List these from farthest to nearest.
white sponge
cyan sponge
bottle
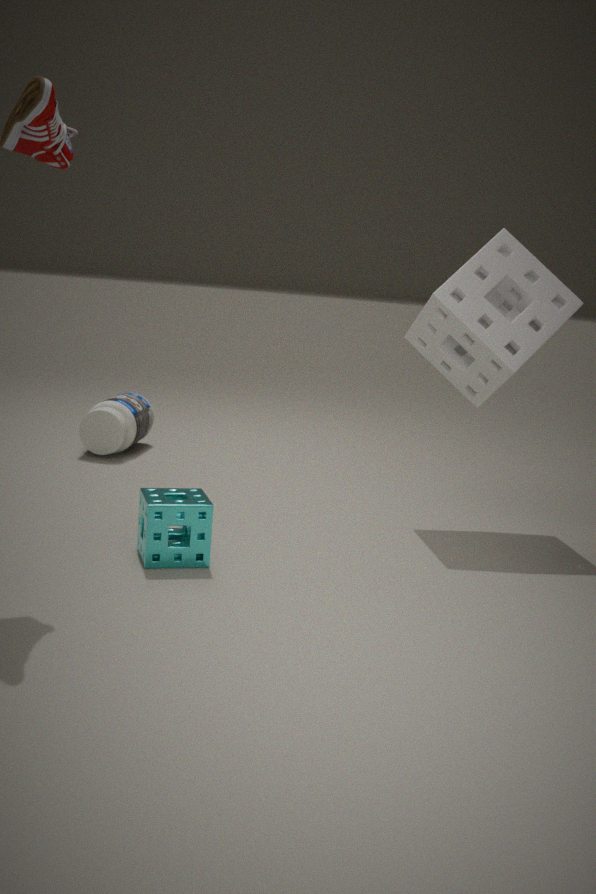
bottle
white sponge
cyan sponge
